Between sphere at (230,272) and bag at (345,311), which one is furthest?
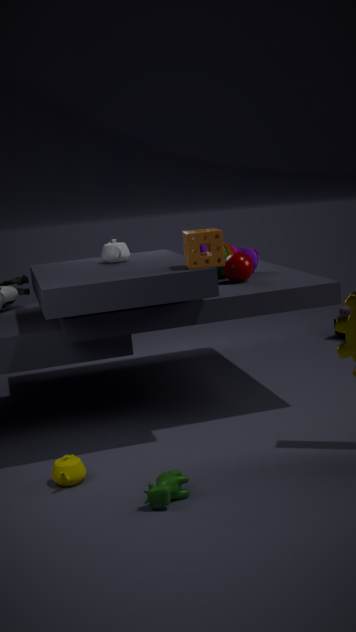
bag at (345,311)
